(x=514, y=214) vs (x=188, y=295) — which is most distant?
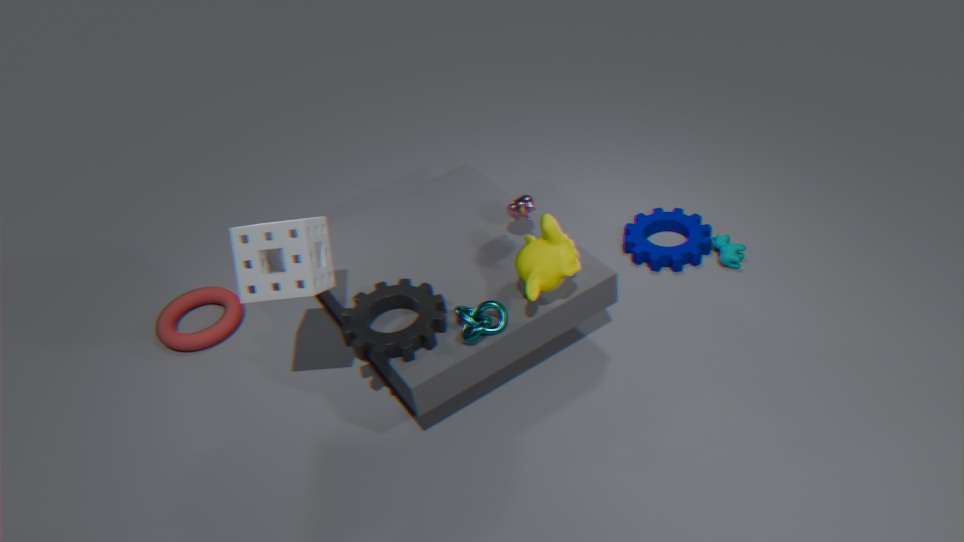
(x=188, y=295)
